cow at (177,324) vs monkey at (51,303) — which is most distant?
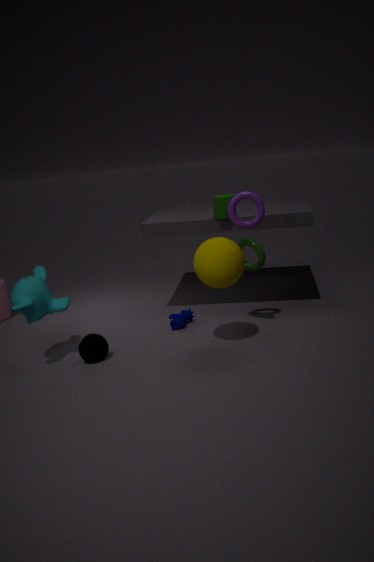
cow at (177,324)
